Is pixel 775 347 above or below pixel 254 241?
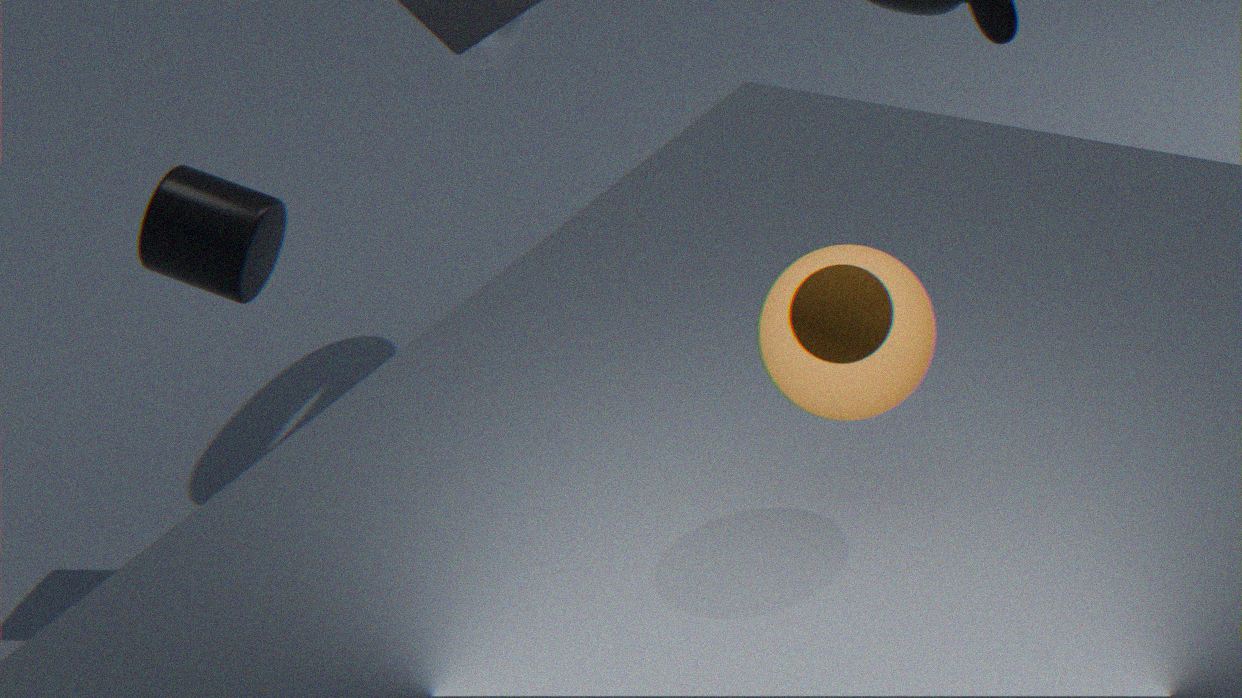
above
